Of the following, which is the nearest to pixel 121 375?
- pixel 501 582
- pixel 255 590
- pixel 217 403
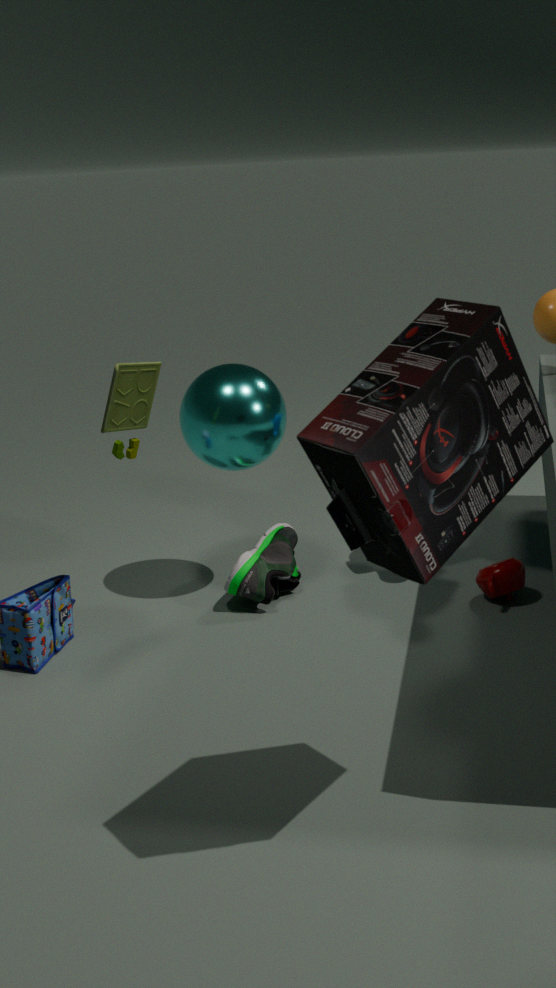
pixel 217 403
